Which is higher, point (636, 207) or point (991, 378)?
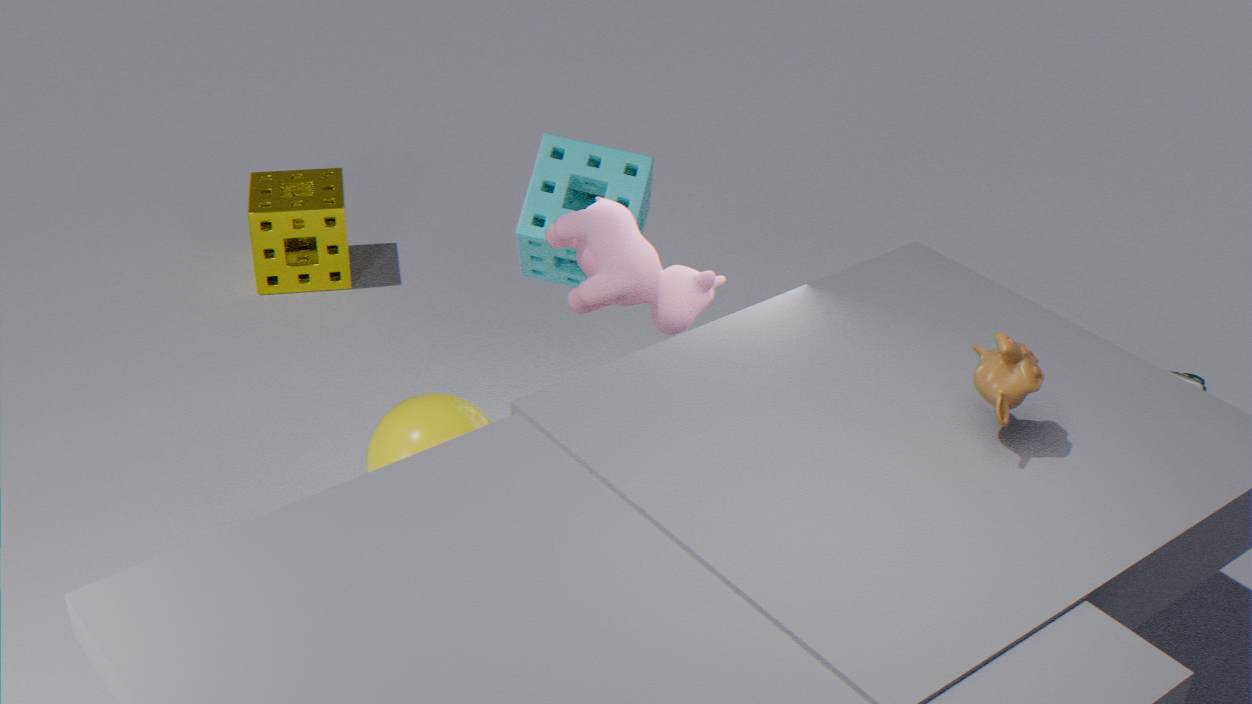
point (991, 378)
